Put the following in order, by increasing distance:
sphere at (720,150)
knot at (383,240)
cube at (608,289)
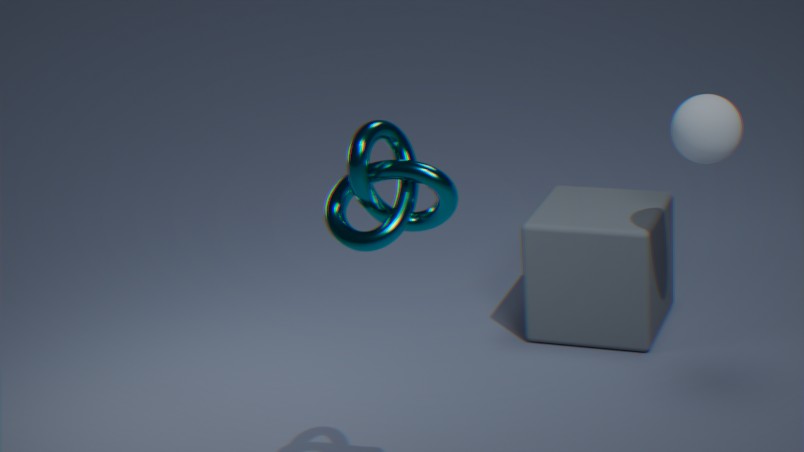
knot at (383,240)
sphere at (720,150)
cube at (608,289)
